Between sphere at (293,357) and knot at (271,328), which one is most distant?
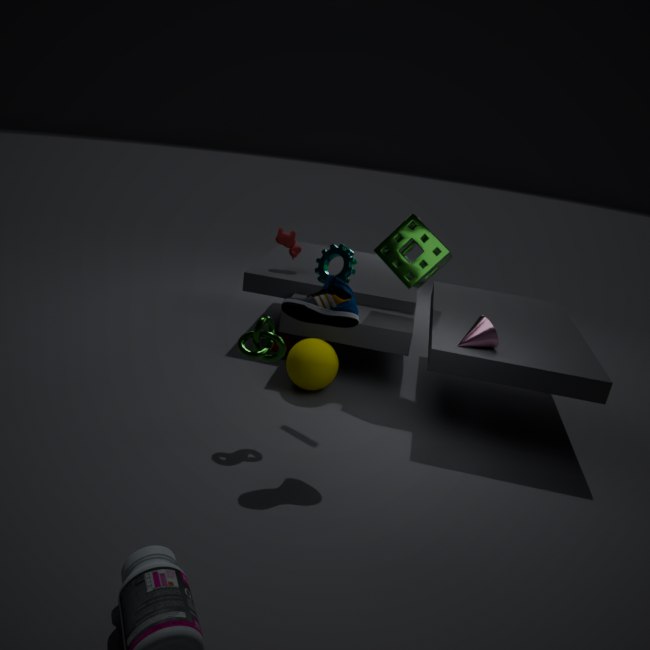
sphere at (293,357)
